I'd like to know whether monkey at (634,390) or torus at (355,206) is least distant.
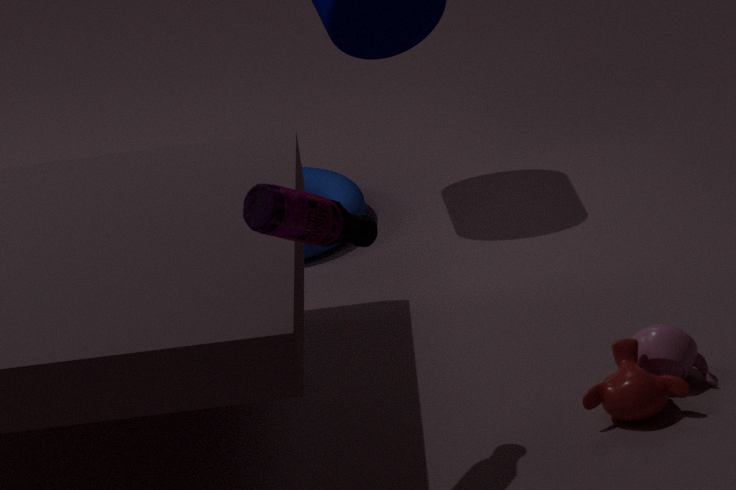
monkey at (634,390)
